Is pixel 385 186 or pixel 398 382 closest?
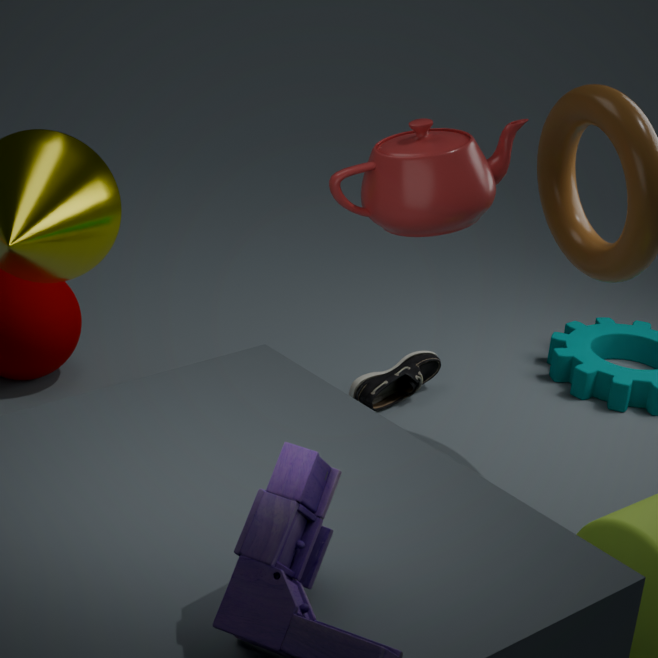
pixel 385 186
